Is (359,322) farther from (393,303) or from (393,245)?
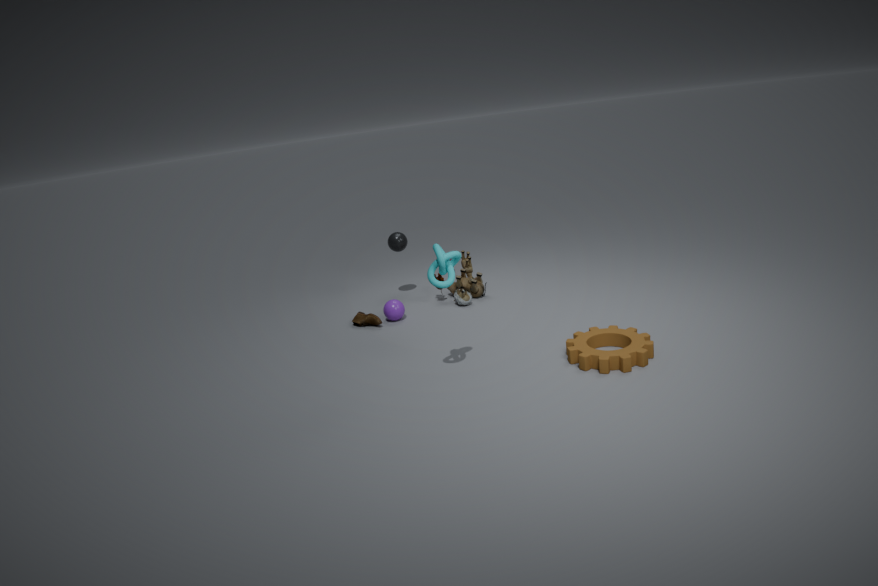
(393,245)
